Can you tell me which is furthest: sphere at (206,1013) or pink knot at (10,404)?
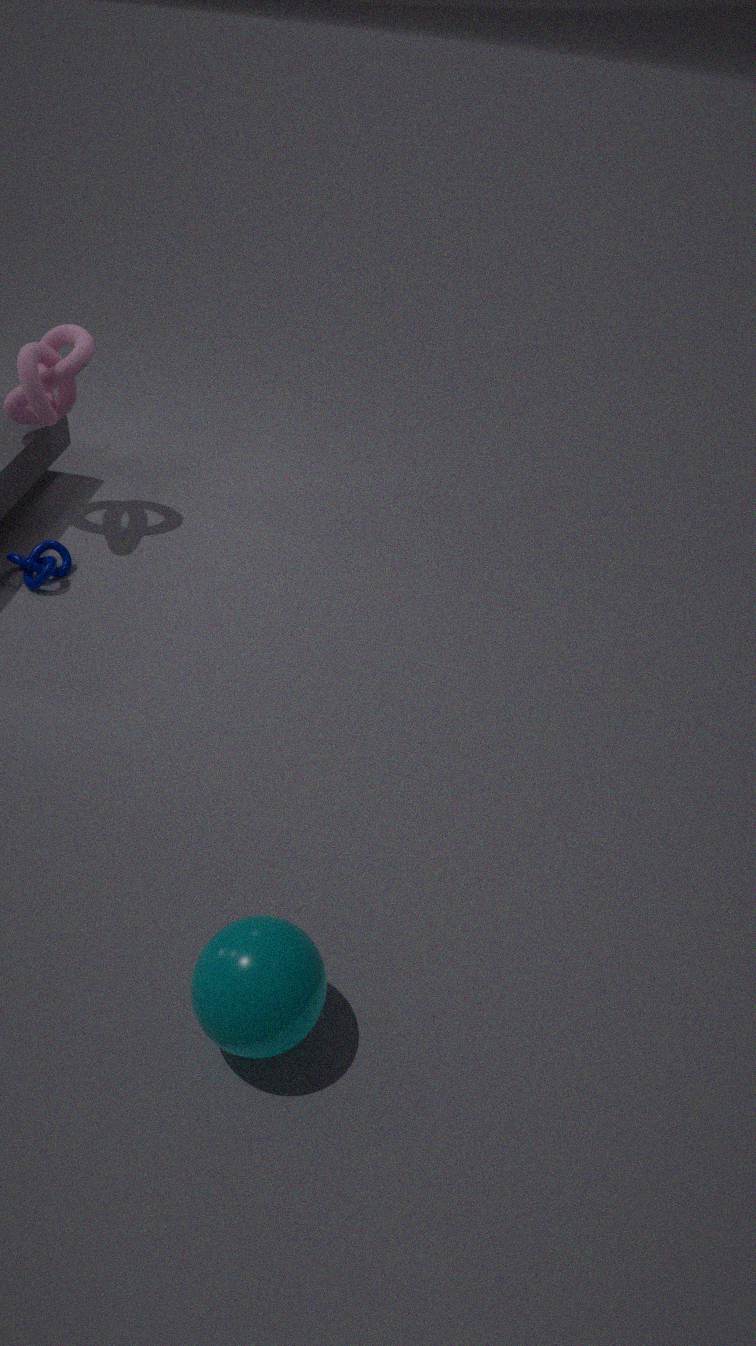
pink knot at (10,404)
